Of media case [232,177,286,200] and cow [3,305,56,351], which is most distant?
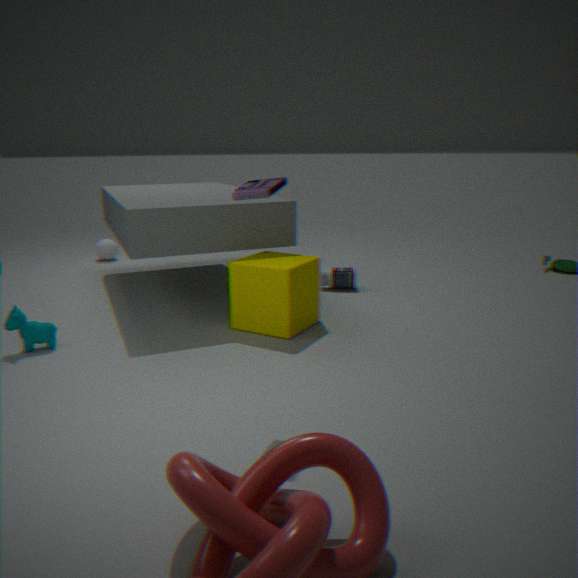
cow [3,305,56,351]
